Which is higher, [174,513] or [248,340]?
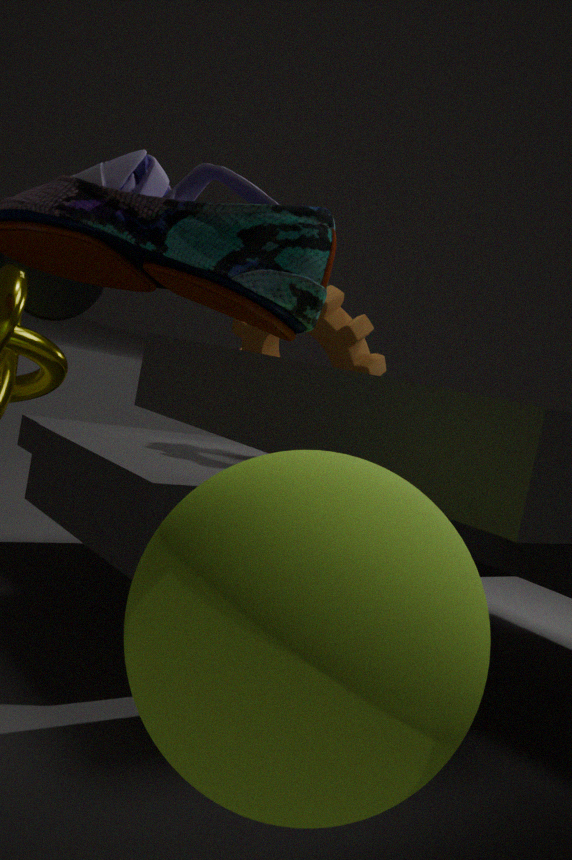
[248,340]
